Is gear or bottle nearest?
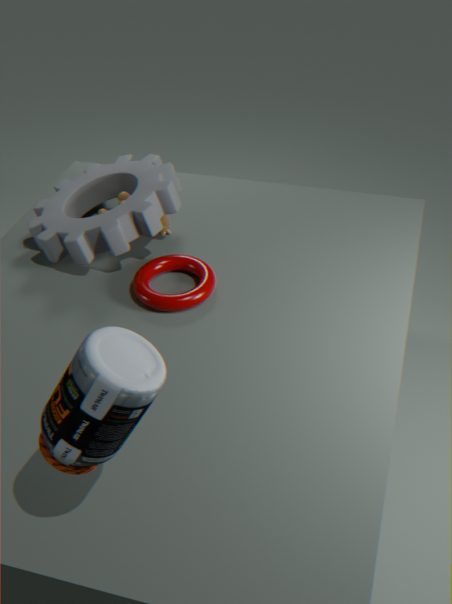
bottle
